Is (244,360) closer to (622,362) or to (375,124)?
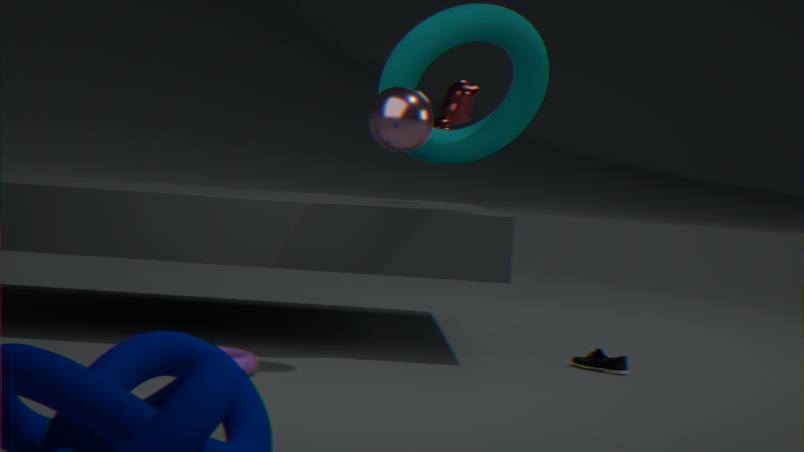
(375,124)
